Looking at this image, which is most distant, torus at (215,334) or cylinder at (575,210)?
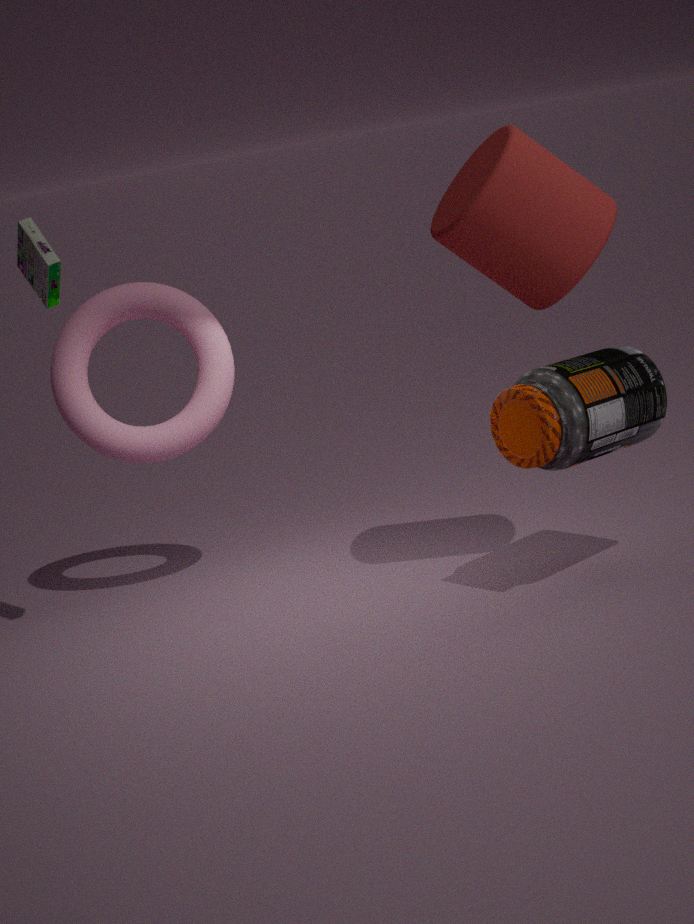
torus at (215,334)
